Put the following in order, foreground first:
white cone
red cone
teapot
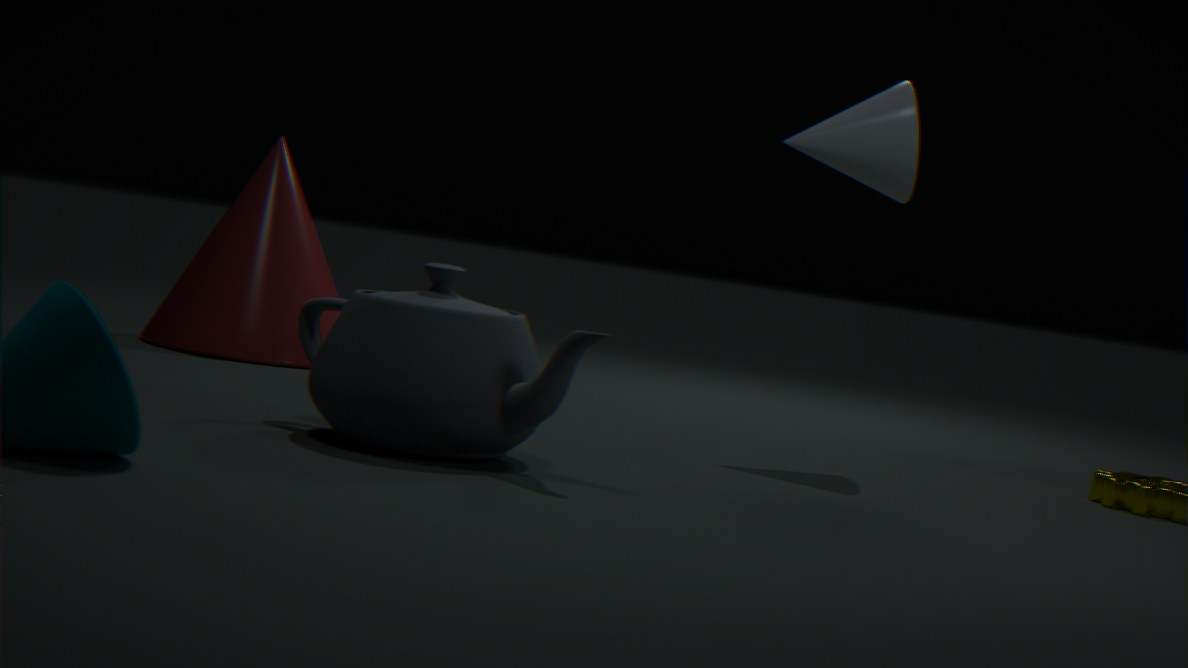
teapot → white cone → red cone
